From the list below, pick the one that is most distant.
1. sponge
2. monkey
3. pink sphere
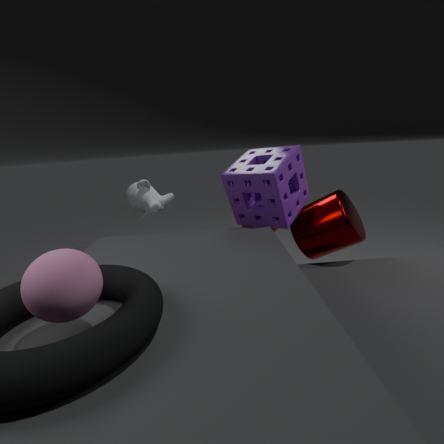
monkey
